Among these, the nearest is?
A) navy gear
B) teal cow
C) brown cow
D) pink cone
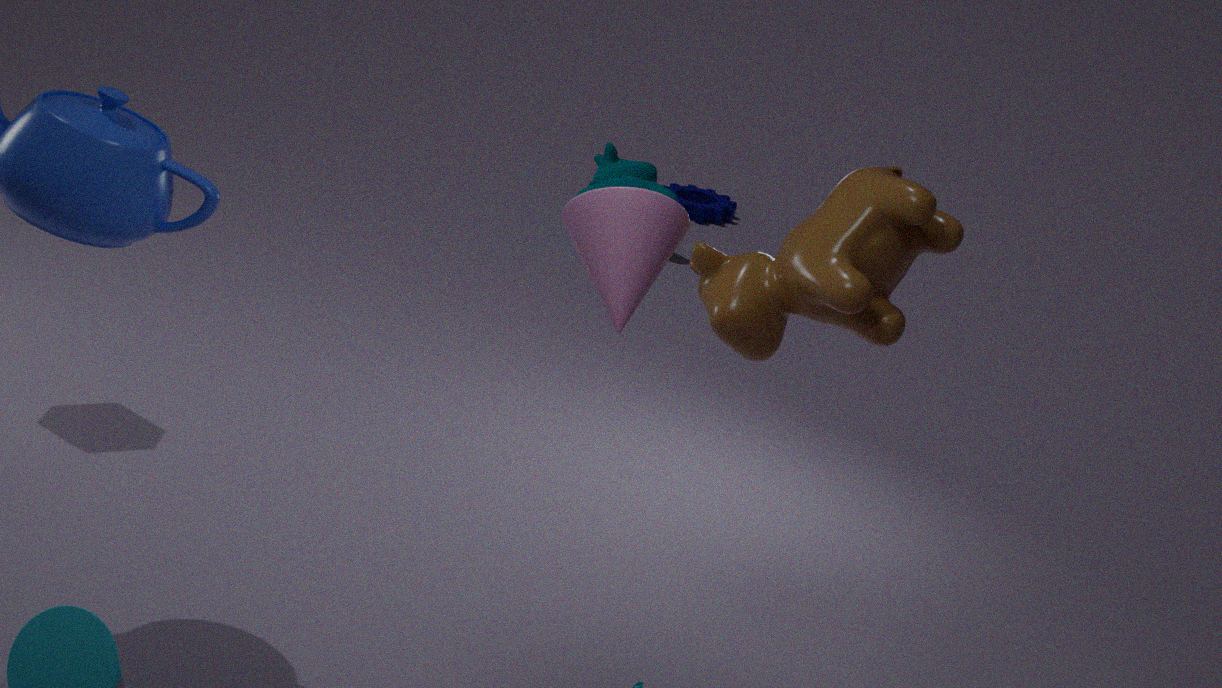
pink cone
